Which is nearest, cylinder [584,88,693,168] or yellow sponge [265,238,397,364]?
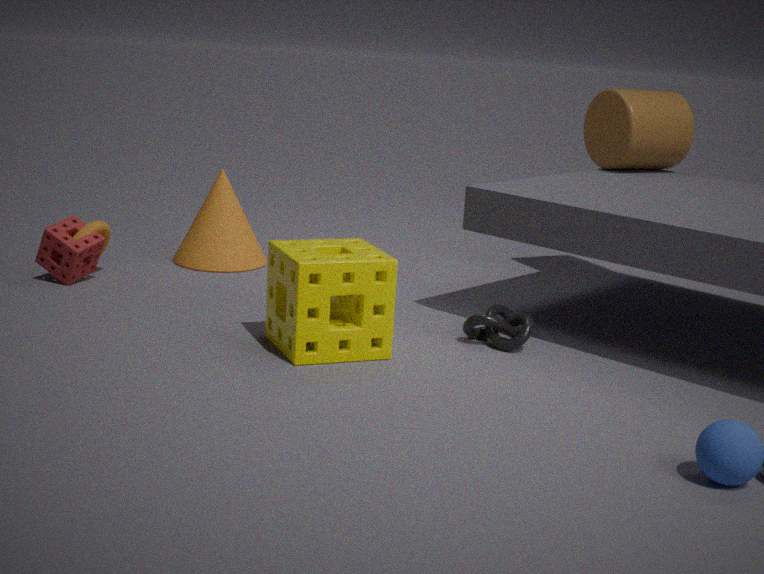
yellow sponge [265,238,397,364]
